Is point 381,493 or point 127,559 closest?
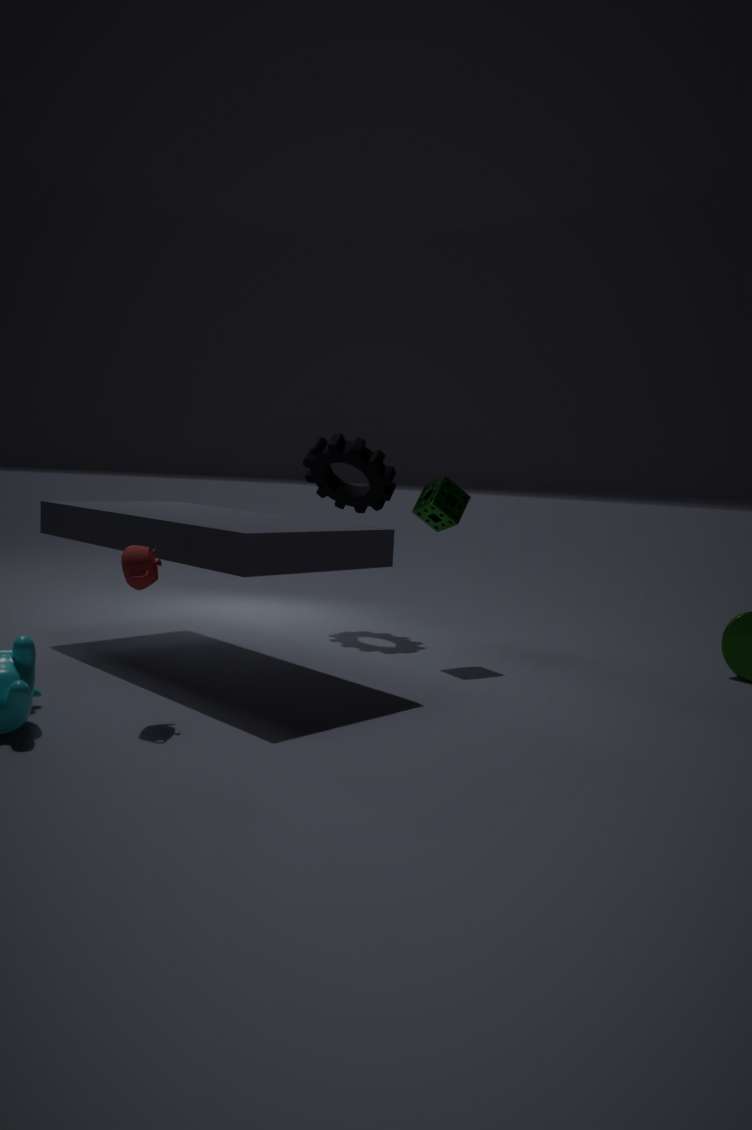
point 127,559
